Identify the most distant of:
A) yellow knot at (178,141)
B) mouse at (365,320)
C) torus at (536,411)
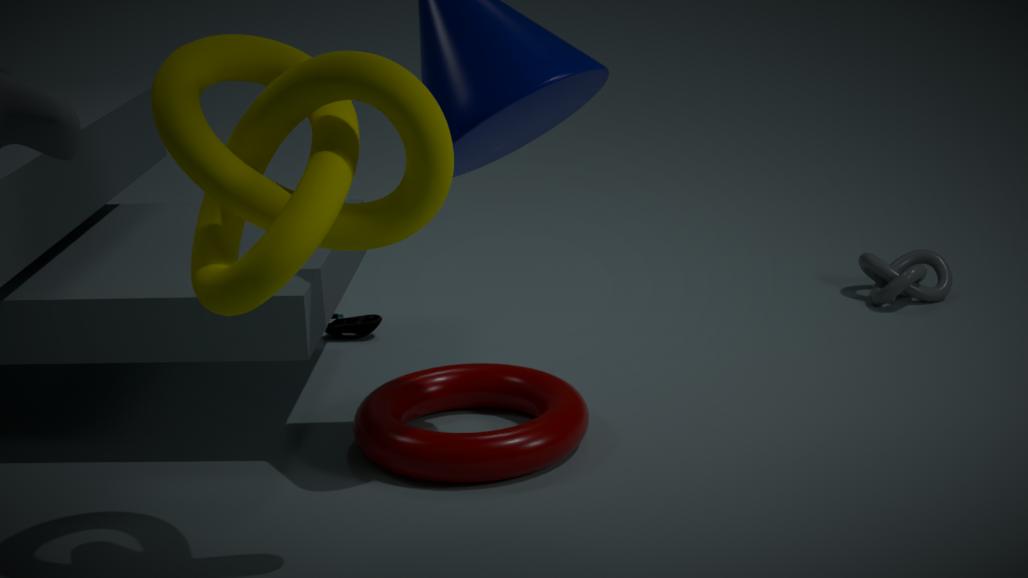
mouse at (365,320)
